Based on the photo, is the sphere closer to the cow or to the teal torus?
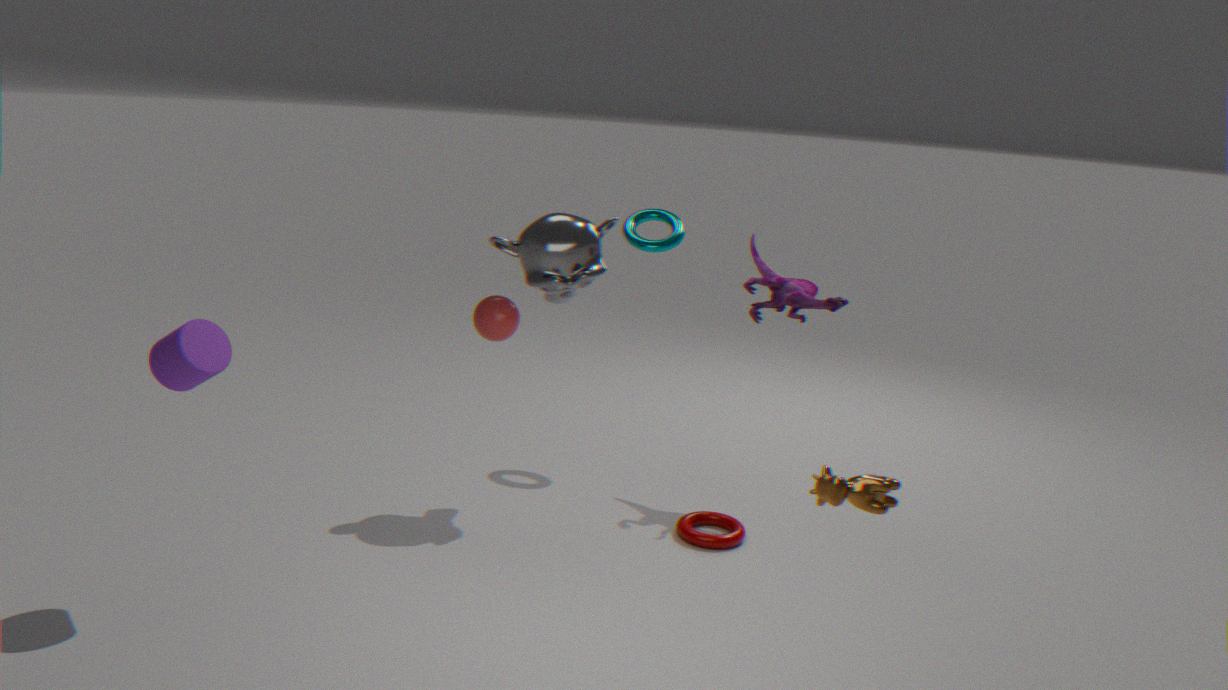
the teal torus
